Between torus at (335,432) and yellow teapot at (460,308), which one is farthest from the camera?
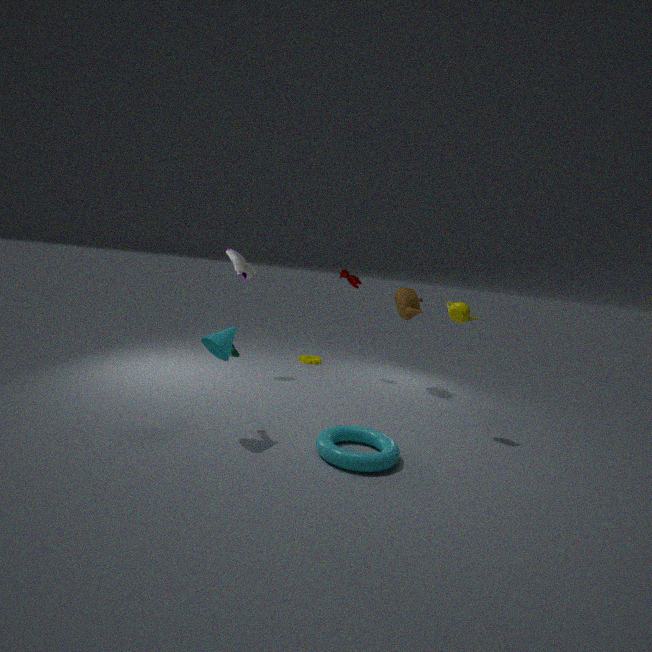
yellow teapot at (460,308)
